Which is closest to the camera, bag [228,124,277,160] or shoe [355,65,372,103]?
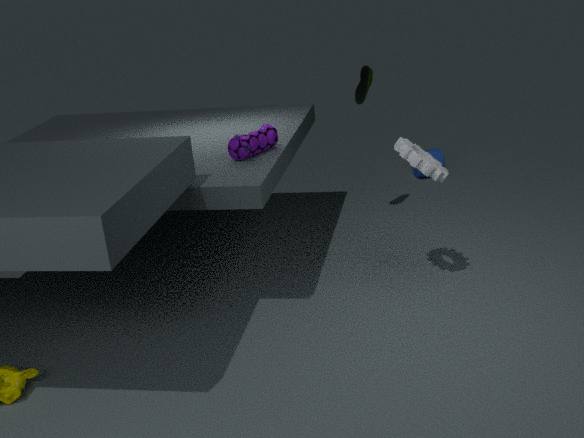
bag [228,124,277,160]
